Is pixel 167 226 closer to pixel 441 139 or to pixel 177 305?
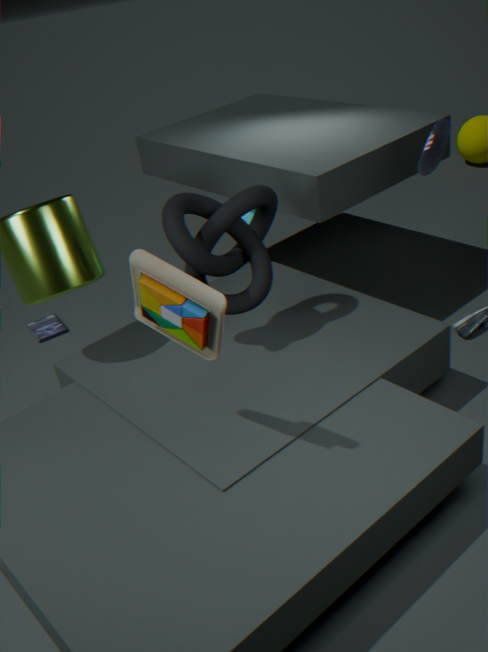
pixel 177 305
